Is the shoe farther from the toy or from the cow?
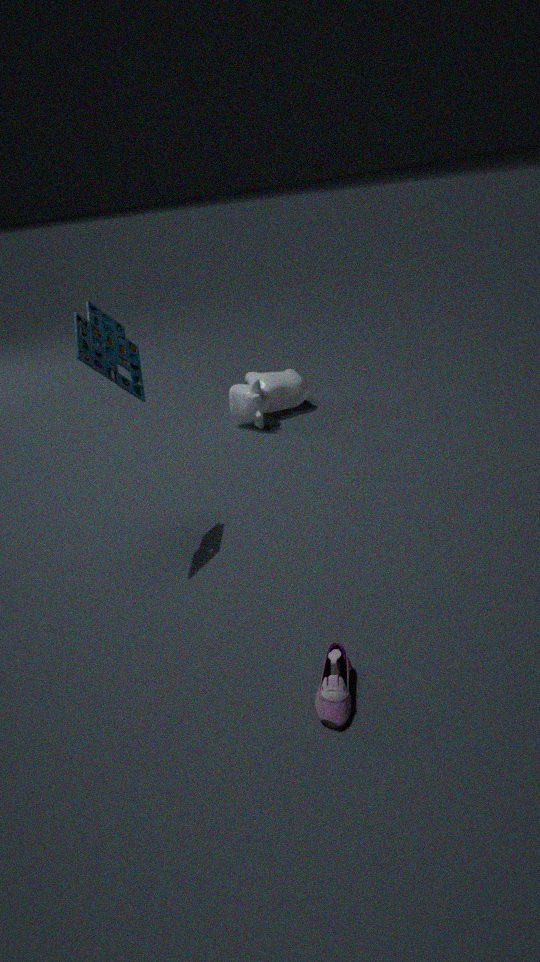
the cow
